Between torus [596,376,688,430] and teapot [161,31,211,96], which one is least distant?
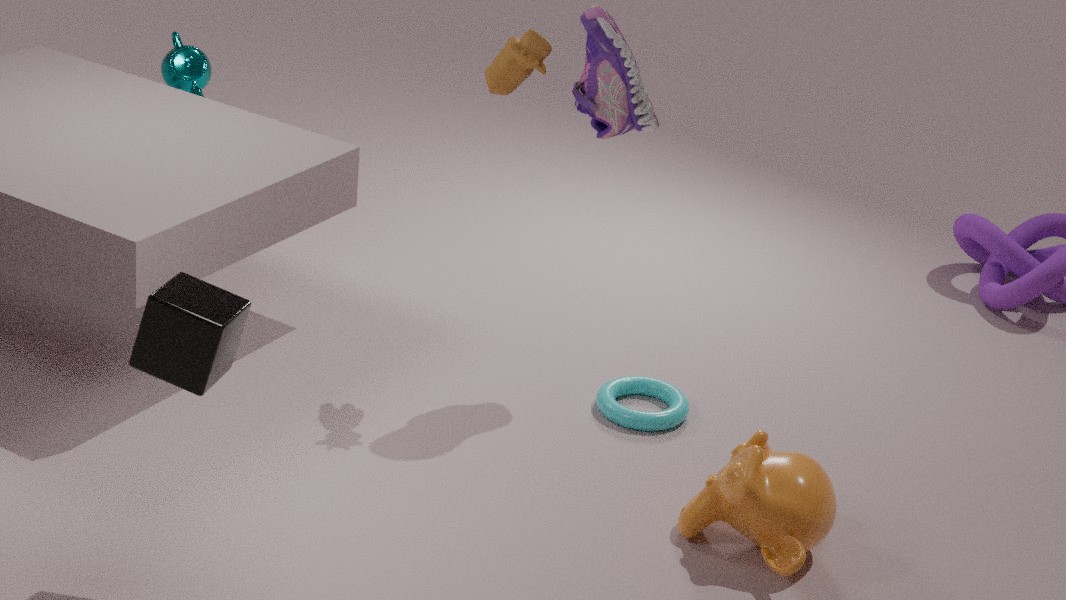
torus [596,376,688,430]
